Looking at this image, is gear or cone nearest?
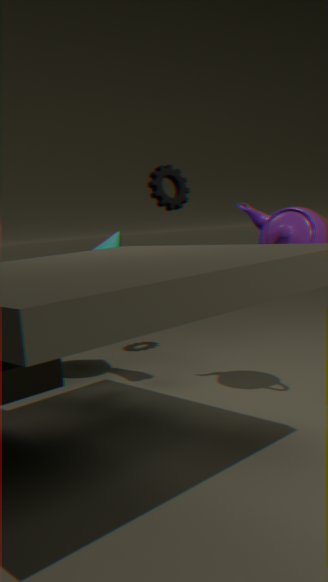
cone
